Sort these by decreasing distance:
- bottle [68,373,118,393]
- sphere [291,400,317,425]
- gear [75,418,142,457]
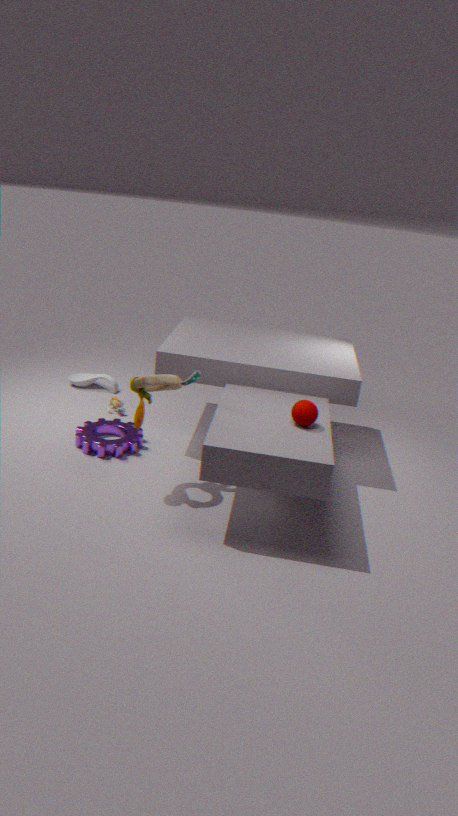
bottle [68,373,118,393] → gear [75,418,142,457] → sphere [291,400,317,425]
